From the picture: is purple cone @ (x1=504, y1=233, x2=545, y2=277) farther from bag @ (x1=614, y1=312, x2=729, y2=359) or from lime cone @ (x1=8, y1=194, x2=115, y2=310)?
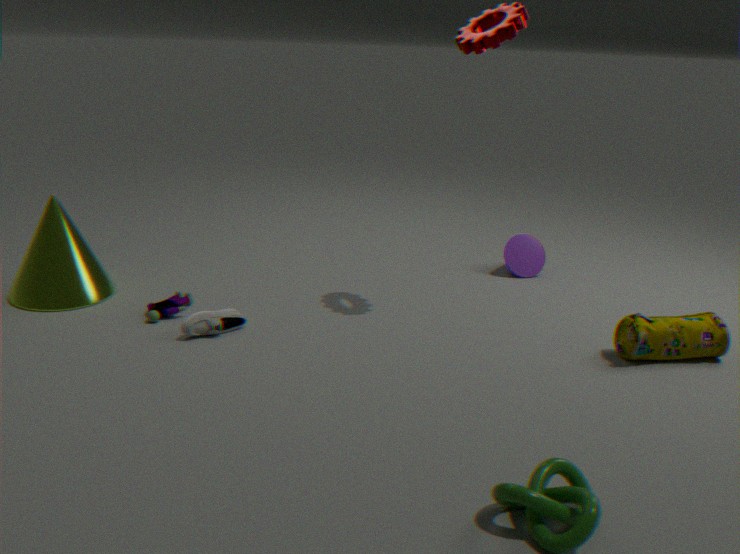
lime cone @ (x1=8, y1=194, x2=115, y2=310)
